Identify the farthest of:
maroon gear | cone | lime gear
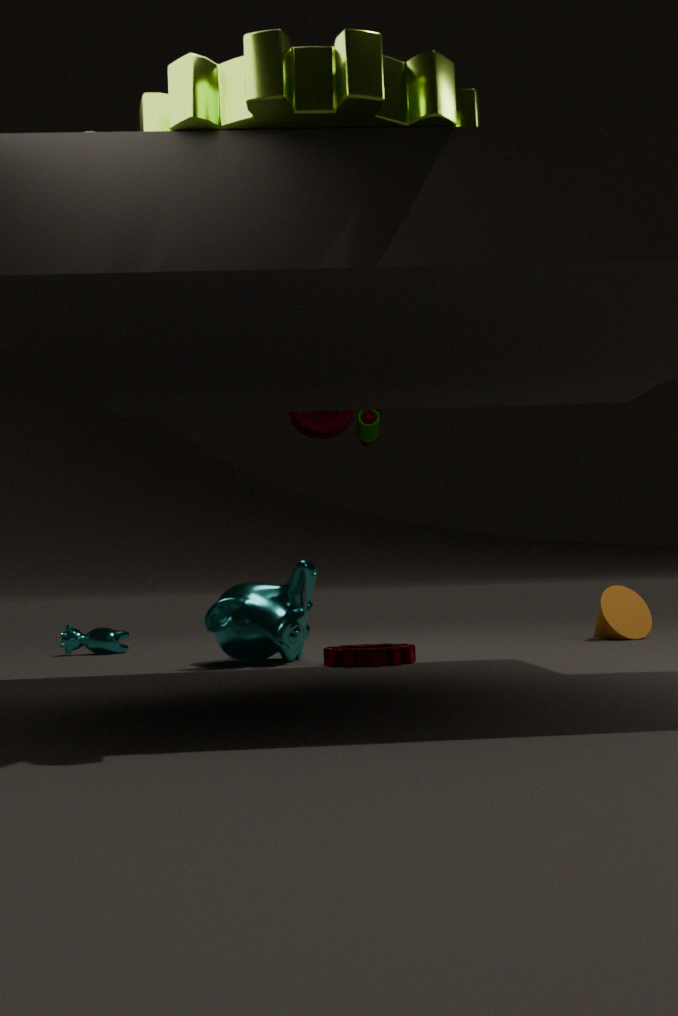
cone
